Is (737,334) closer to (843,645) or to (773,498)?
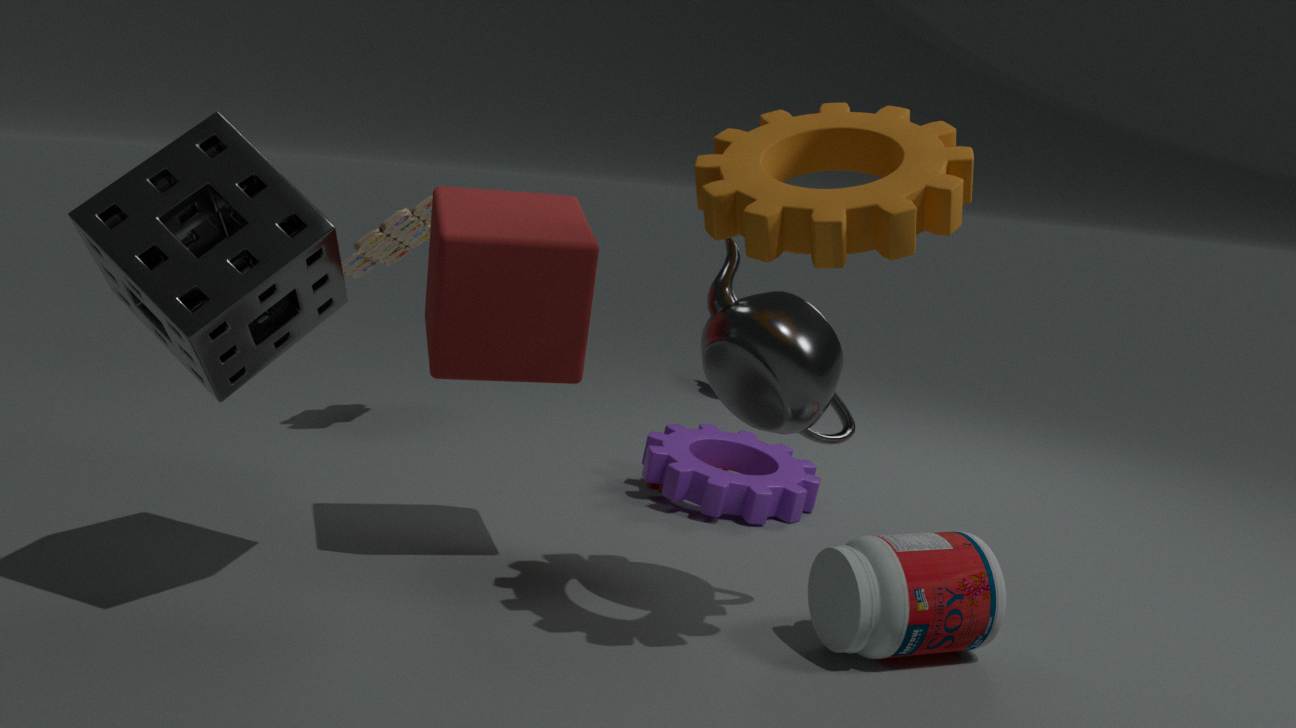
(843,645)
